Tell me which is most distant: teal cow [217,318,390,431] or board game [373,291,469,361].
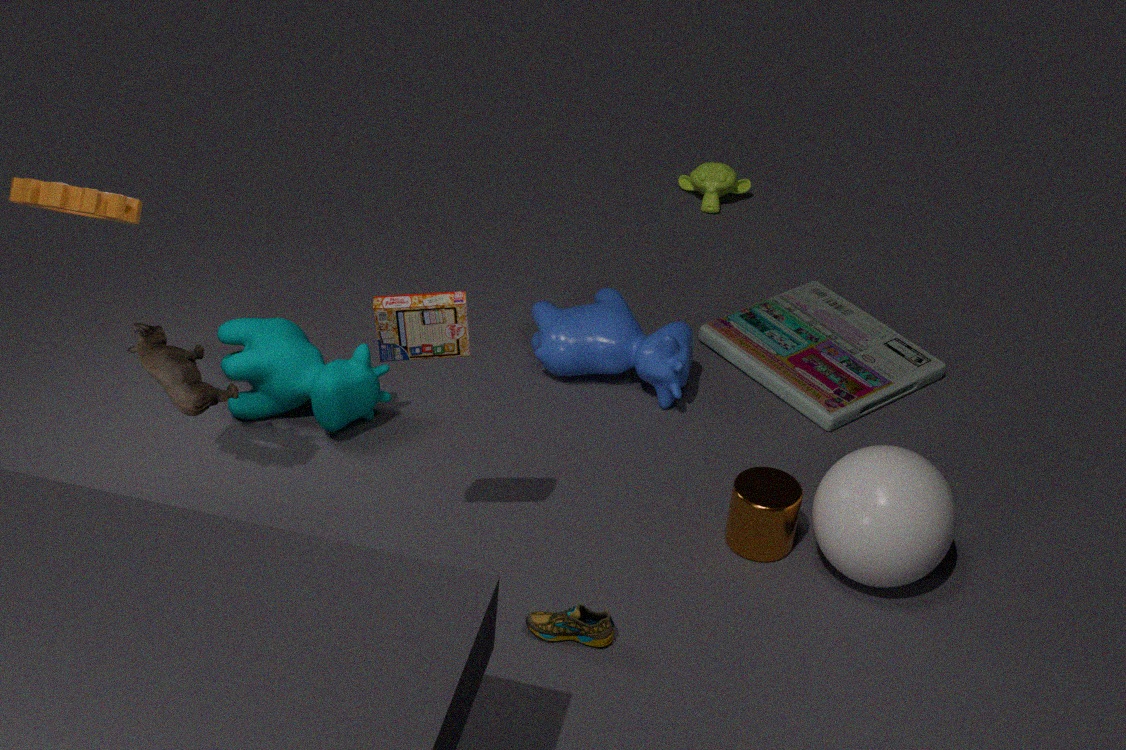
teal cow [217,318,390,431]
